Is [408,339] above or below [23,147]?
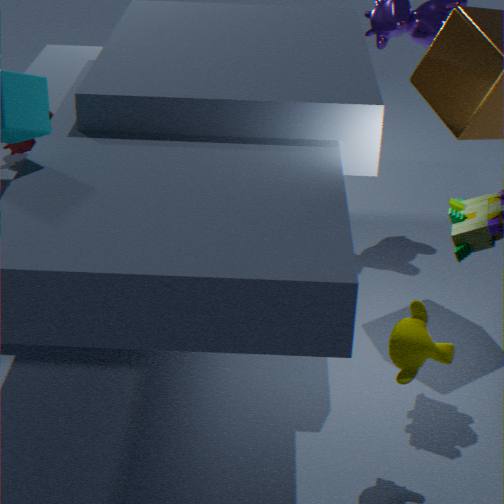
below
